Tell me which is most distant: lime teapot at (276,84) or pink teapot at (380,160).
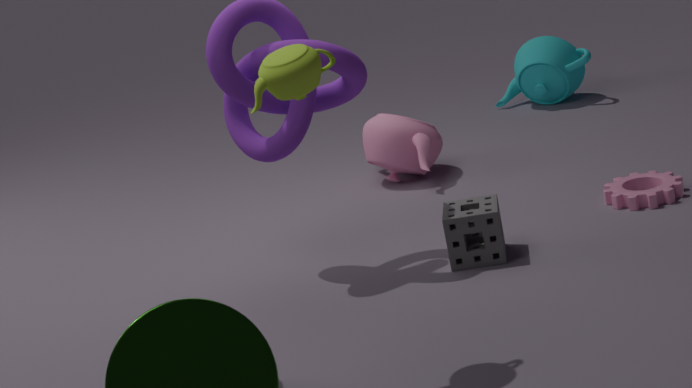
pink teapot at (380,160)
